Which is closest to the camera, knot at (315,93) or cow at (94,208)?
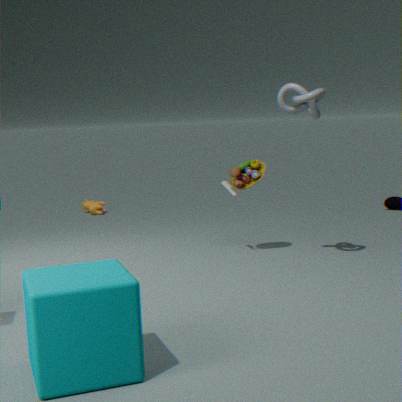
knot at (315,93)
